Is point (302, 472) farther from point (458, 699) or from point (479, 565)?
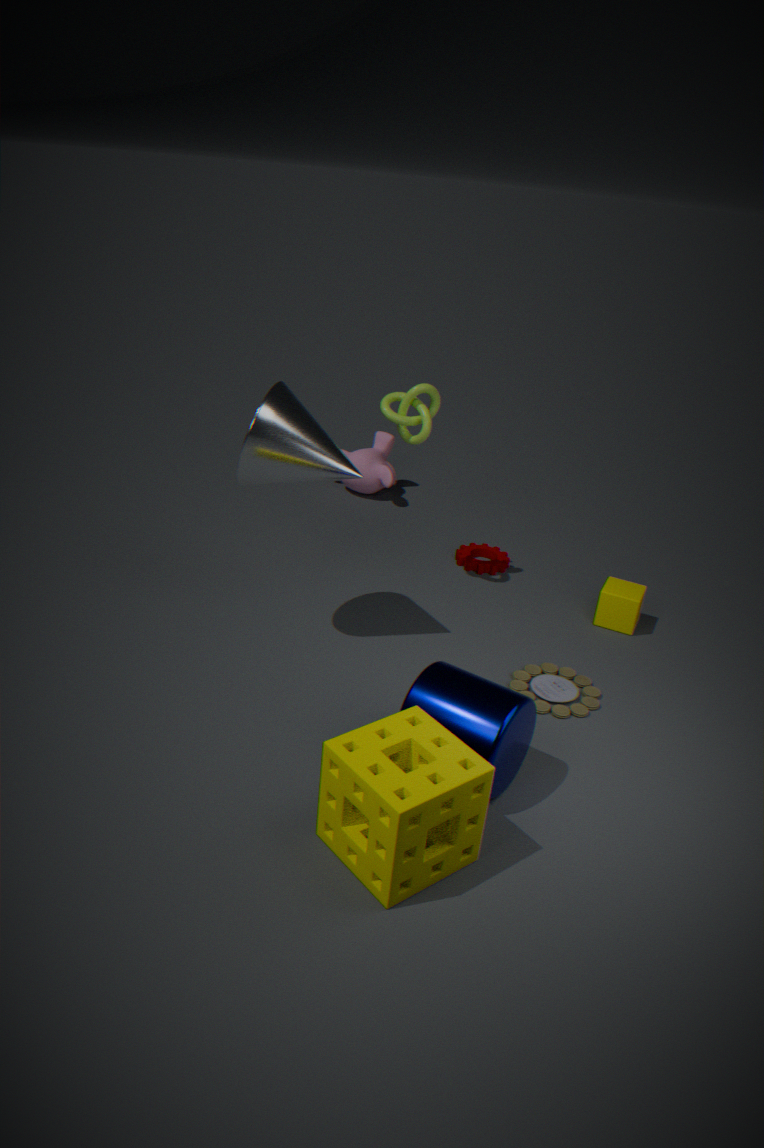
point (479, 565)
